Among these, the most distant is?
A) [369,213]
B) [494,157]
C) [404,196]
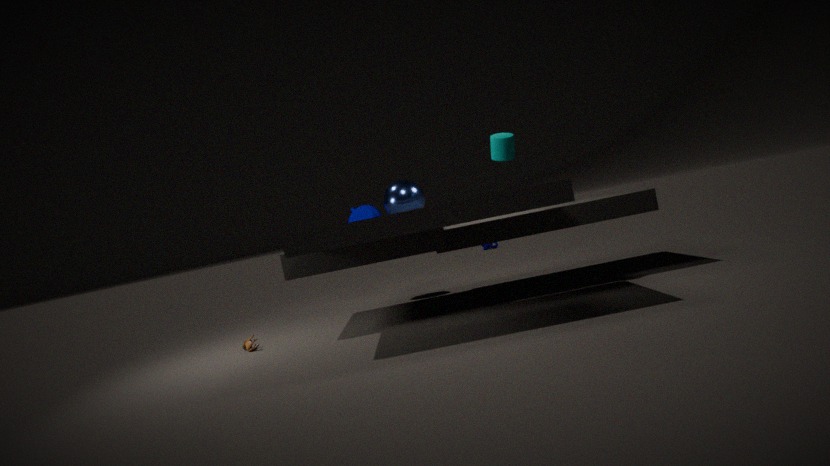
[369,213]
